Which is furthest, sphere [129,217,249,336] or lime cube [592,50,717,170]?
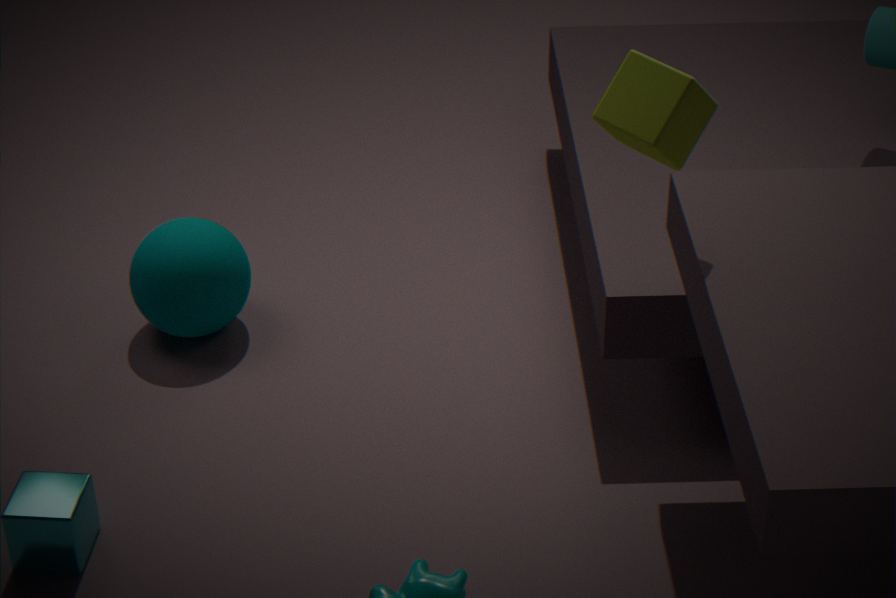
sphere [129,217,249,336]
